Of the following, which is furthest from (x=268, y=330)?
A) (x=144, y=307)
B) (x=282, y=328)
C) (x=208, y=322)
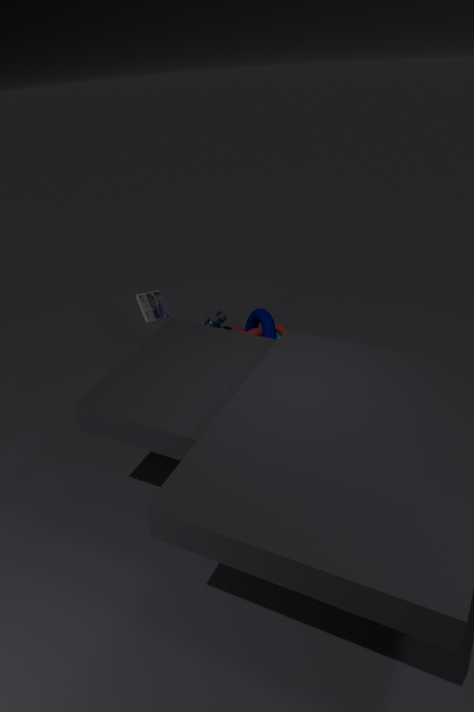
(x=144, y=307)
